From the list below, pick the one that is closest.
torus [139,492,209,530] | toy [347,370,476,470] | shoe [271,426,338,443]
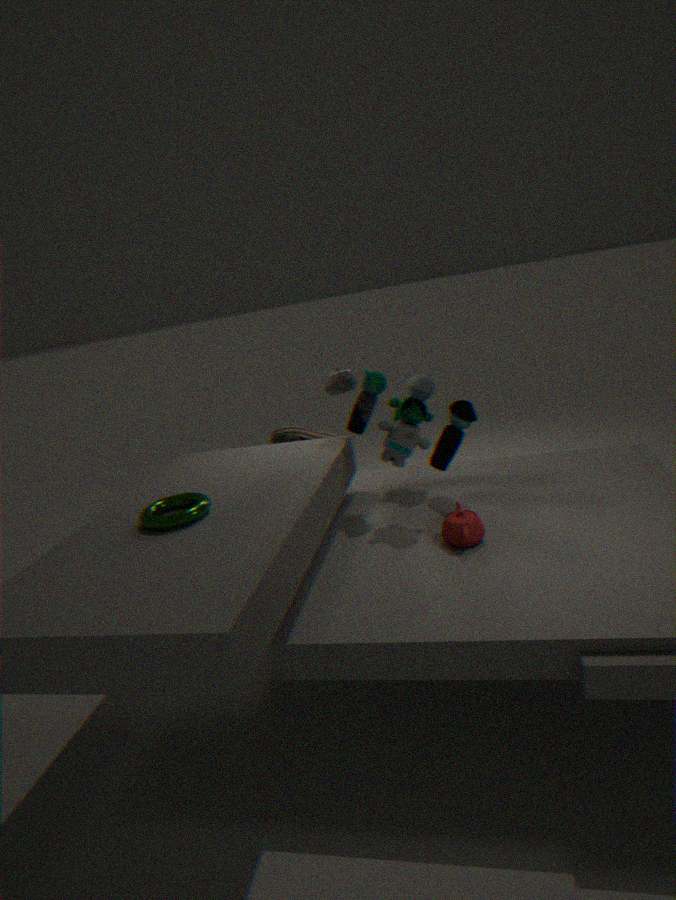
torus [139,492,209,530]
